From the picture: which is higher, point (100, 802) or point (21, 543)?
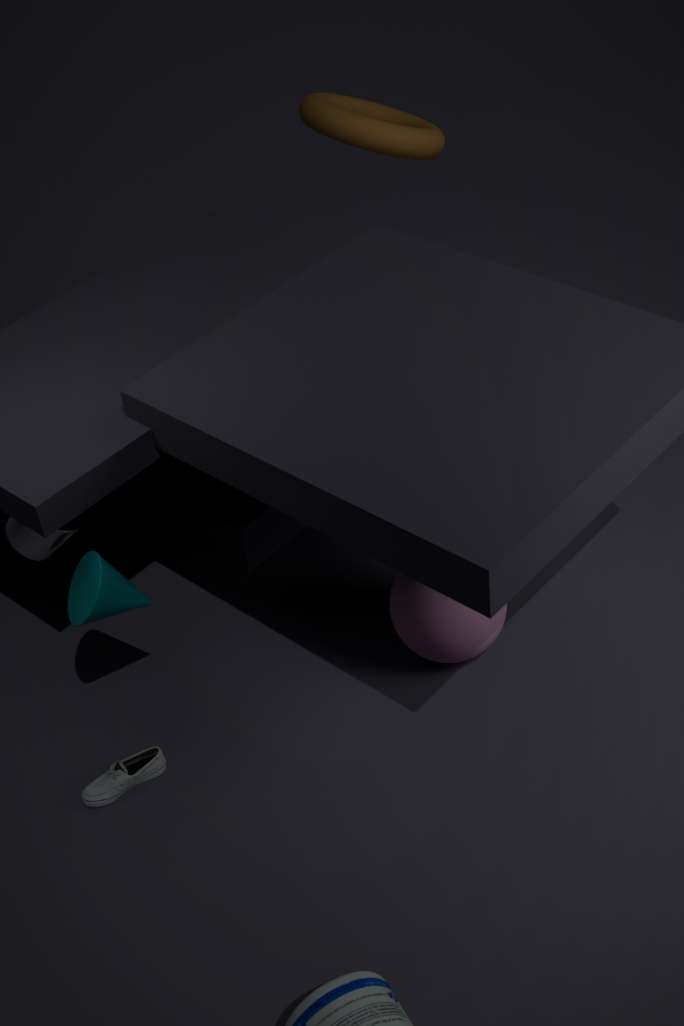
point (21, 543)
